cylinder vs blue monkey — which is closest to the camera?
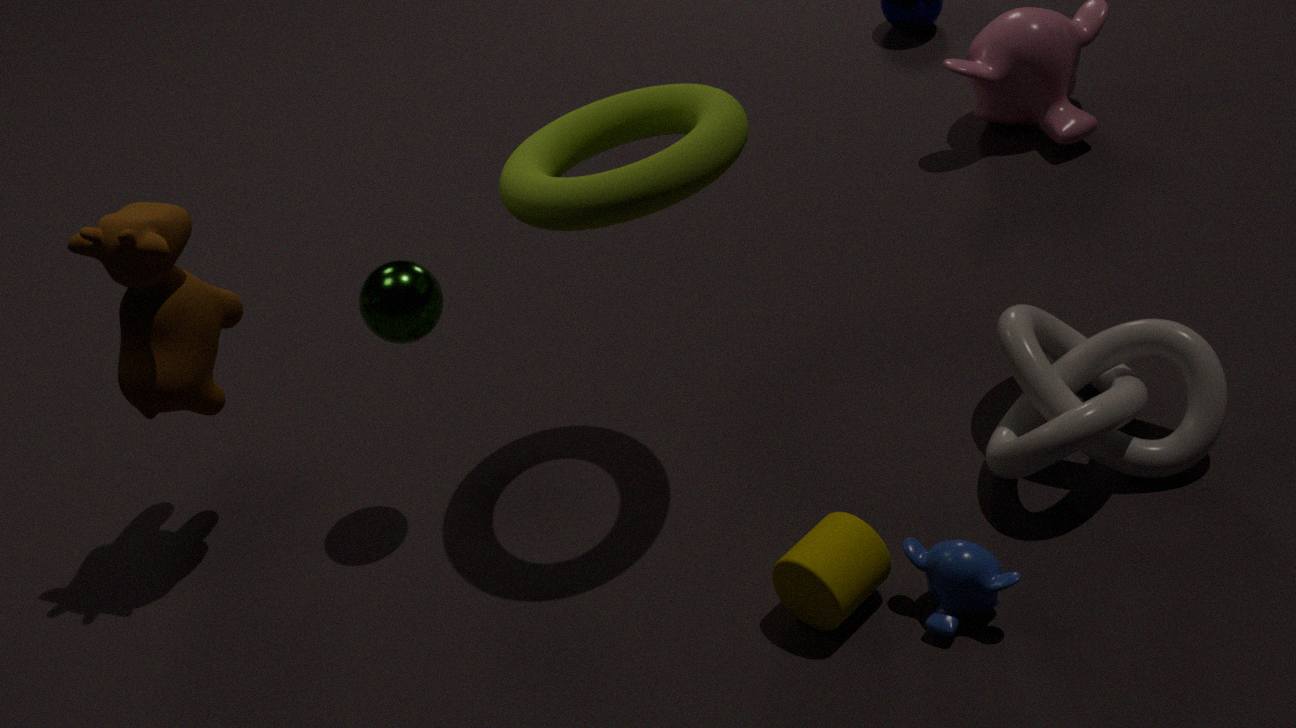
blue monkey
